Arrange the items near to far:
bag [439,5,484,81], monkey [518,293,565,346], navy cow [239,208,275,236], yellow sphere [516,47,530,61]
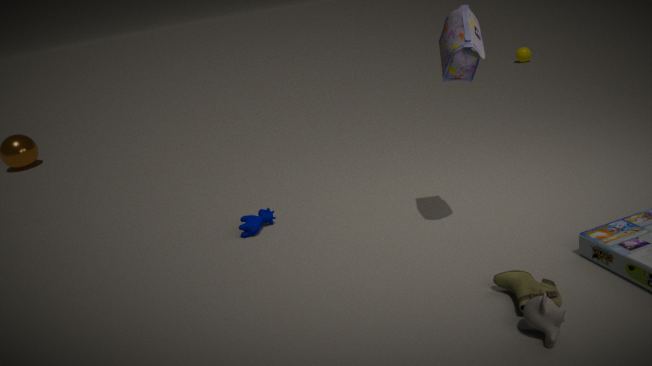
monkey [518,293,565,346], bag [439,5,484,81], navy cow [239,208,275,236], yellow sphere [516,47,530,61]
